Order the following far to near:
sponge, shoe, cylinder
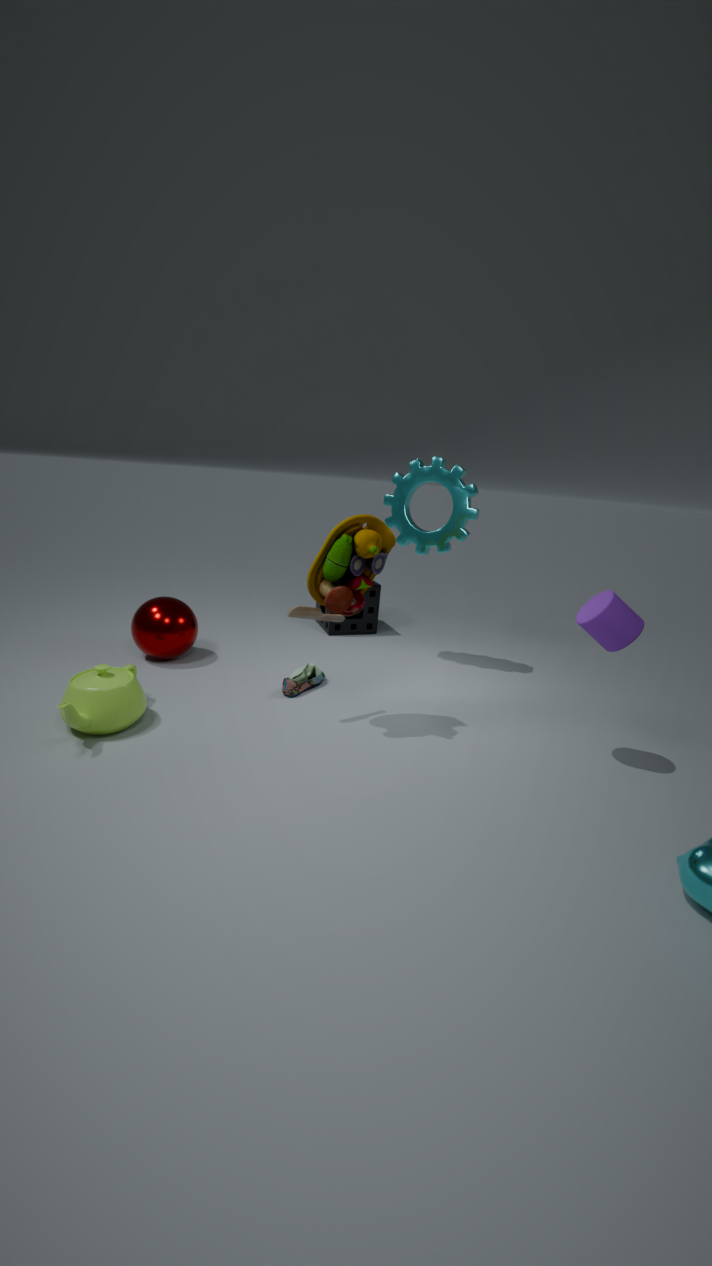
1. sponge
2. shoe
3. cylinder
